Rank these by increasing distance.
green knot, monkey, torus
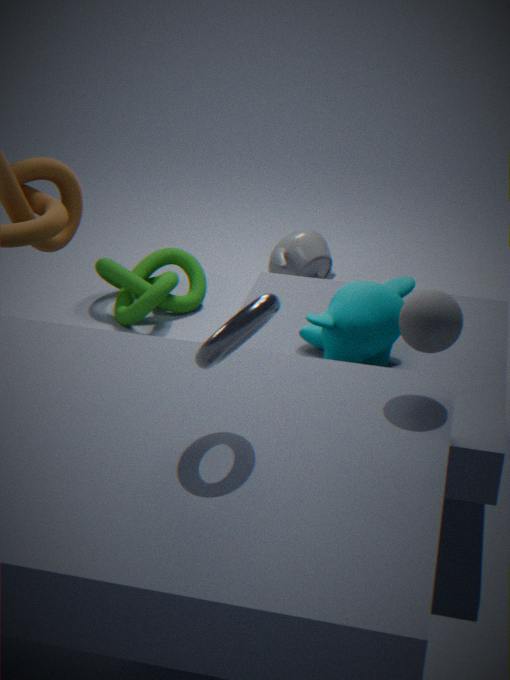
torus
monkey
green knot
